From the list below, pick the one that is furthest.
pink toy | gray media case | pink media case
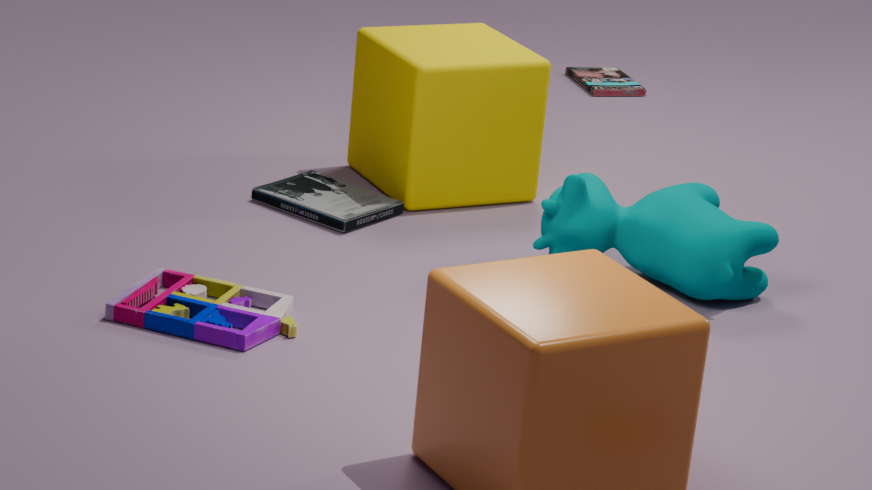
pink media case
